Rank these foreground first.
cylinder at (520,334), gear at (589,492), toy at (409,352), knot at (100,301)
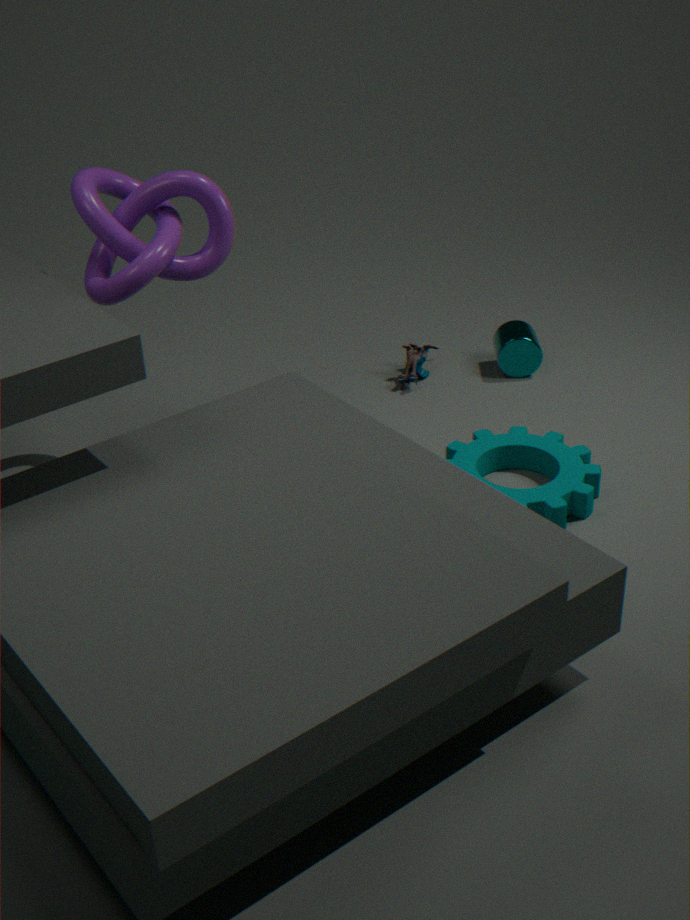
knot at (100,301)
gear at (589,492)
cylinder at (520,334)
toy at (409,352)
